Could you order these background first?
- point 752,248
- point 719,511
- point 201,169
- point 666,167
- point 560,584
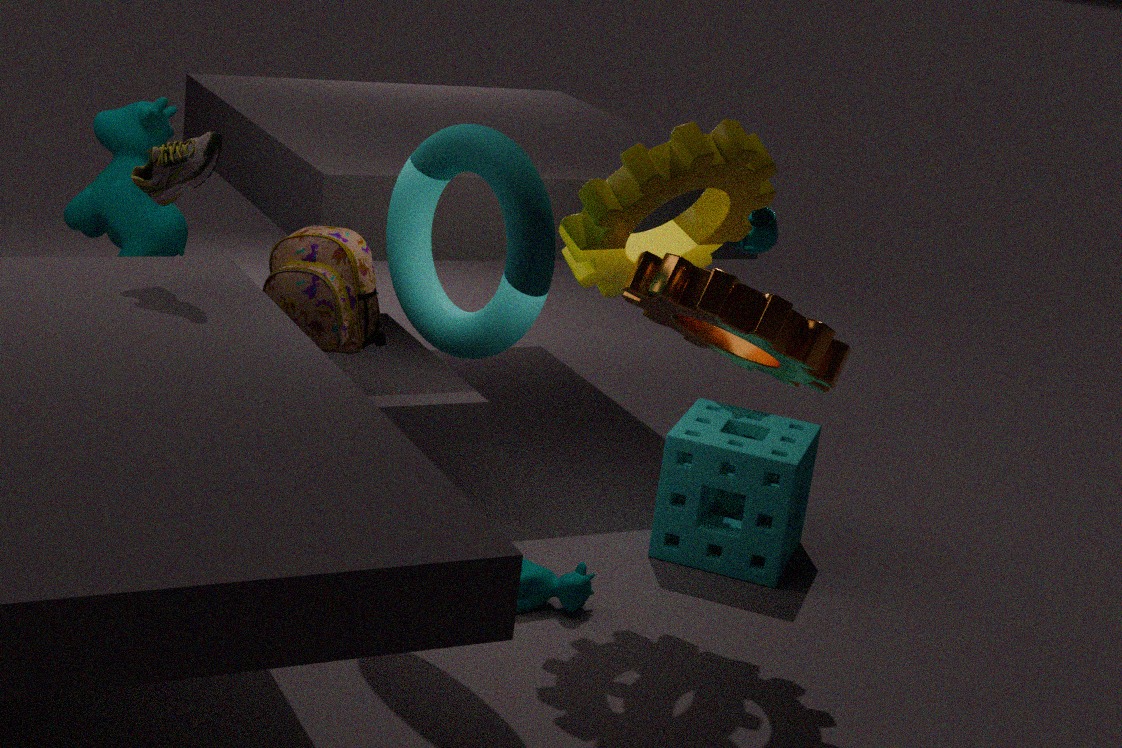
point 752,248, point 719,511, point 560,584, point 666,167, point 201,169
